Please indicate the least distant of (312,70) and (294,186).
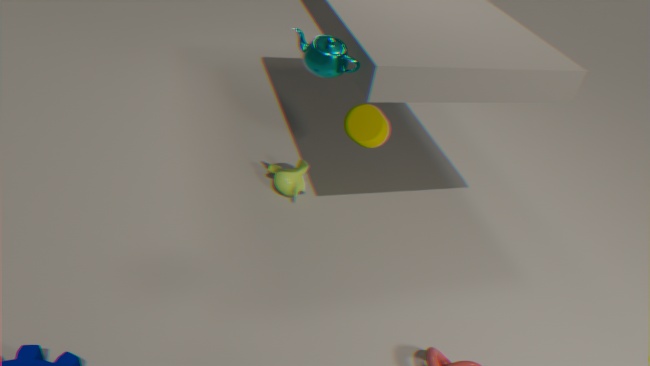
(312,70)
